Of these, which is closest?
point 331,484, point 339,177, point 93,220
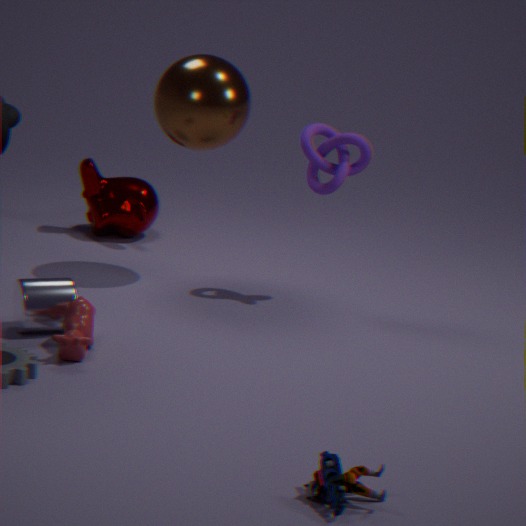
point 331,484
